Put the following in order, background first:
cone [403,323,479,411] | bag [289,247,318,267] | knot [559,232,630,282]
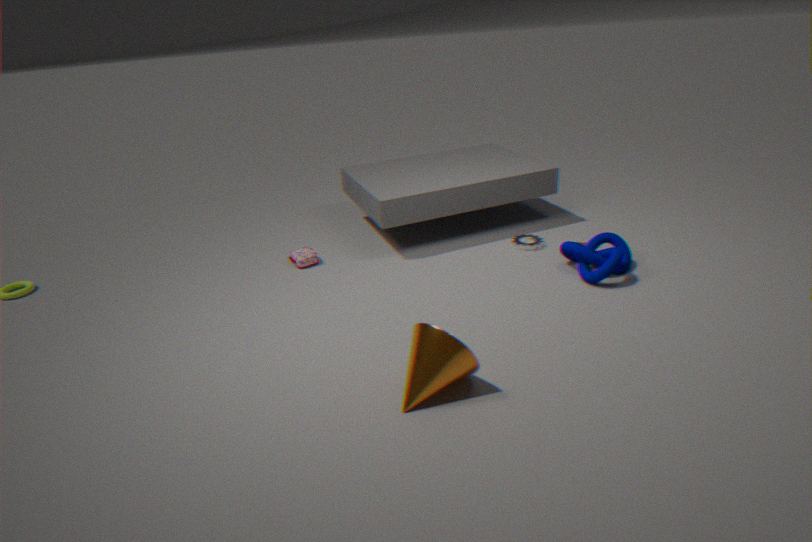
bag [289,247,318,267] < knot [559,232,630,282] < cone [403,323,479,411]
